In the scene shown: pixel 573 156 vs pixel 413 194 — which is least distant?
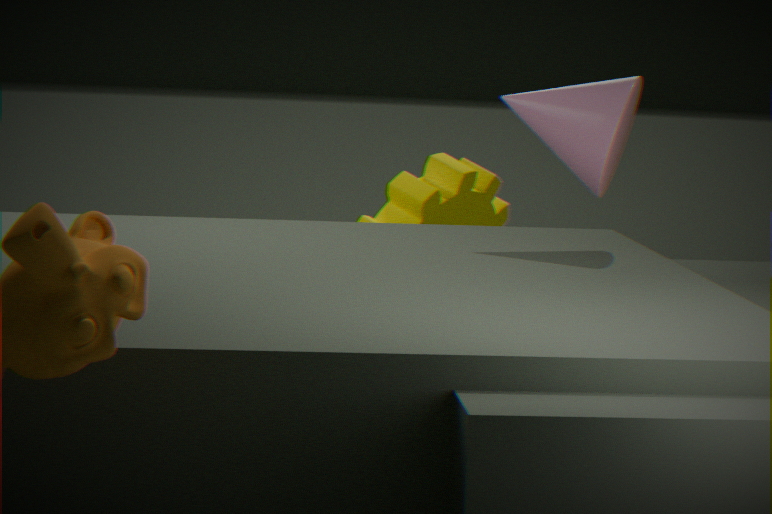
pixel 573 156
